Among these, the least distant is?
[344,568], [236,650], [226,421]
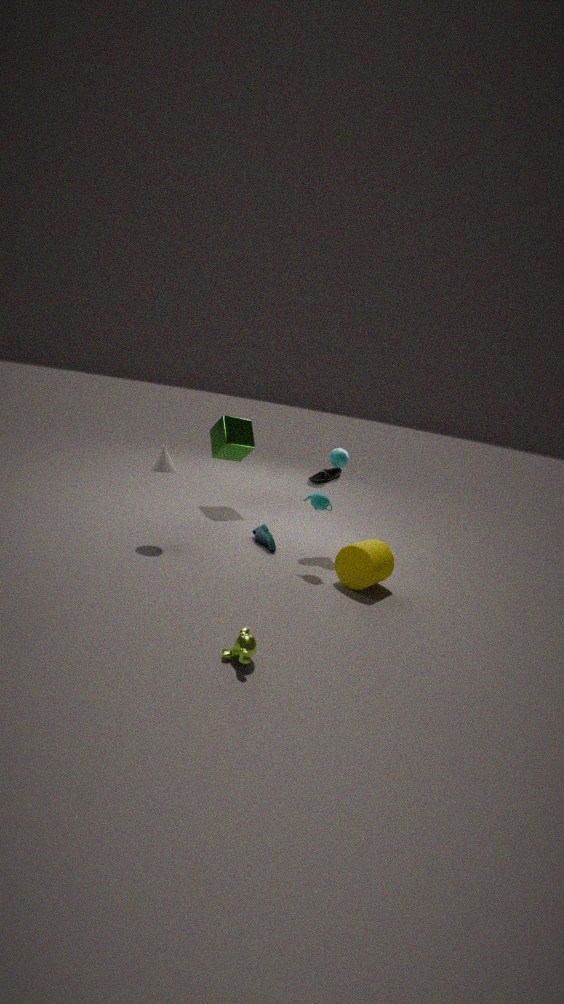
[236,650]
